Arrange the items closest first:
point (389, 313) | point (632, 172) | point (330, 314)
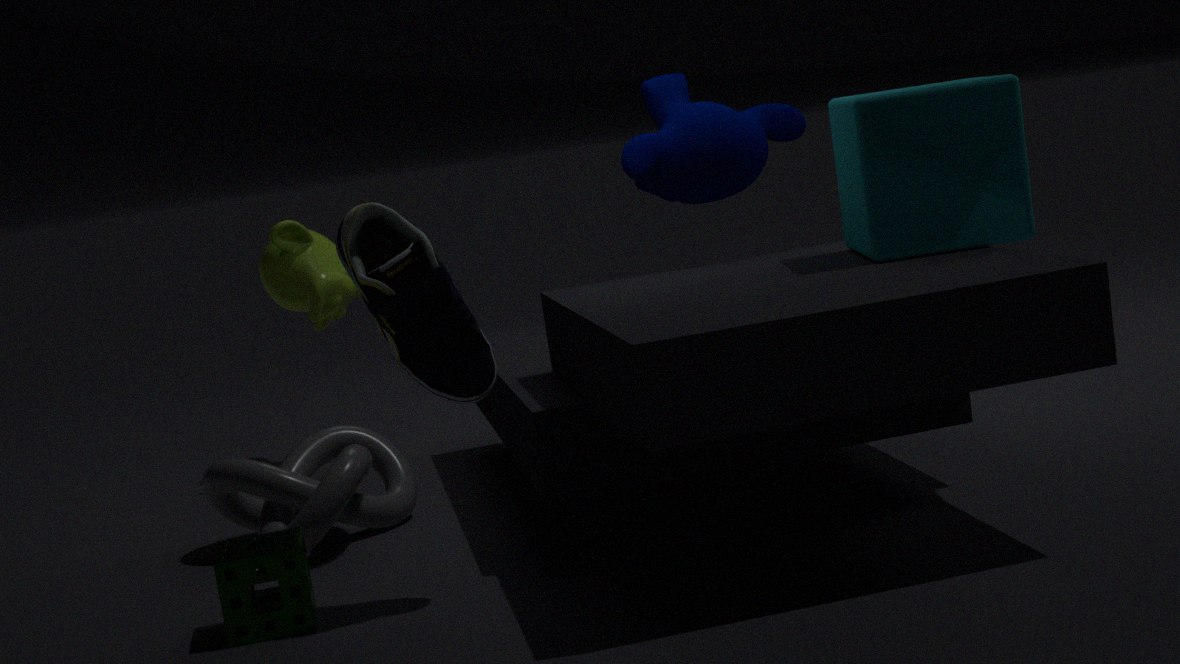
point (389, 313)
point (632, 172)
point (330, 314)
